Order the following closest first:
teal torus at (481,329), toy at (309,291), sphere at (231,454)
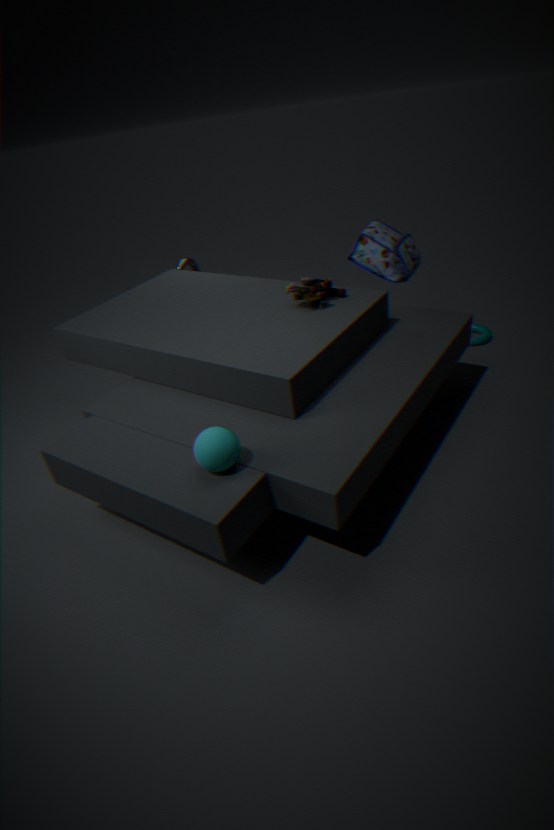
sphere at (231,454) < toy at (309,291) < teal torus at (481,329)
